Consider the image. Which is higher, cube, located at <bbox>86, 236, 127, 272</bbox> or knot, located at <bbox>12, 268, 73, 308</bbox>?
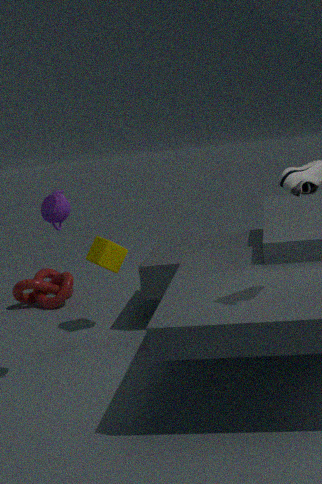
cube, located at <bbox>86, 236, 127, 272</bbox>
